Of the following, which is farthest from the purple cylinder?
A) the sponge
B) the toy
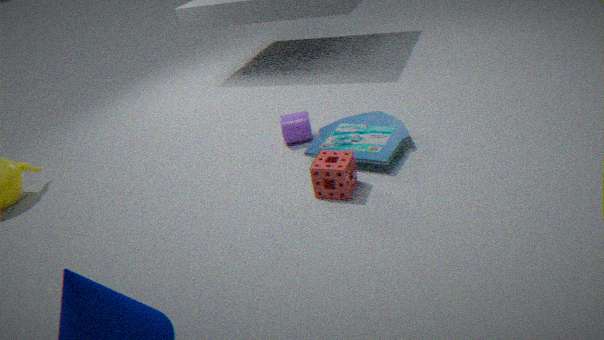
the sponge
